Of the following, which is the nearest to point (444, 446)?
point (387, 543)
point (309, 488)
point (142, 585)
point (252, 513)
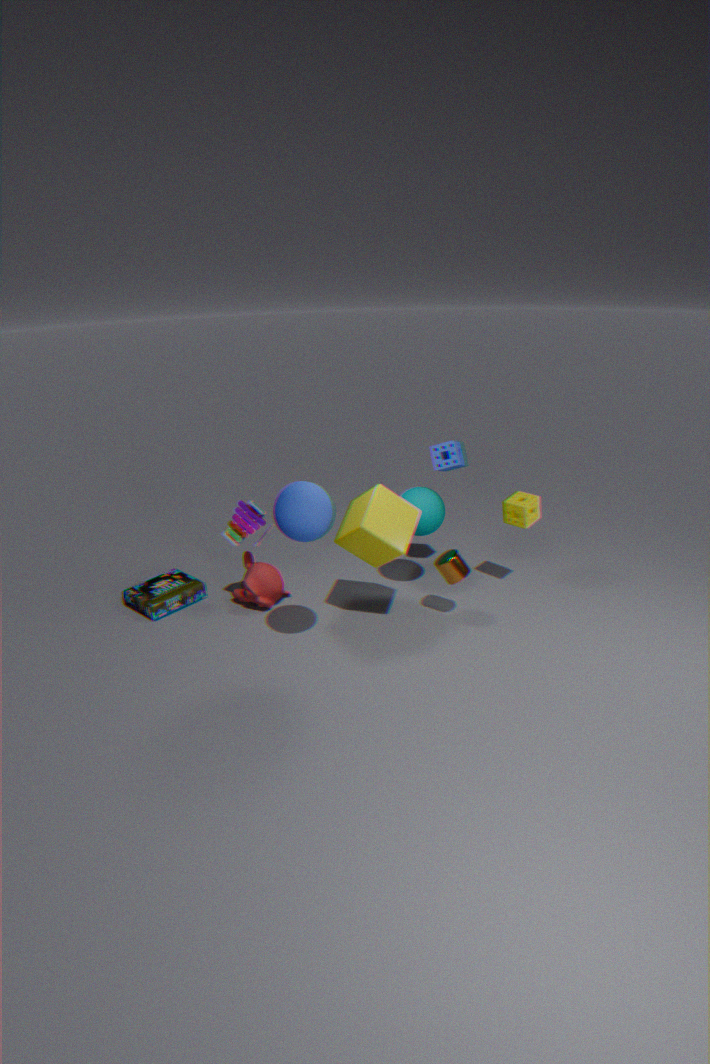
point (387, 543)
